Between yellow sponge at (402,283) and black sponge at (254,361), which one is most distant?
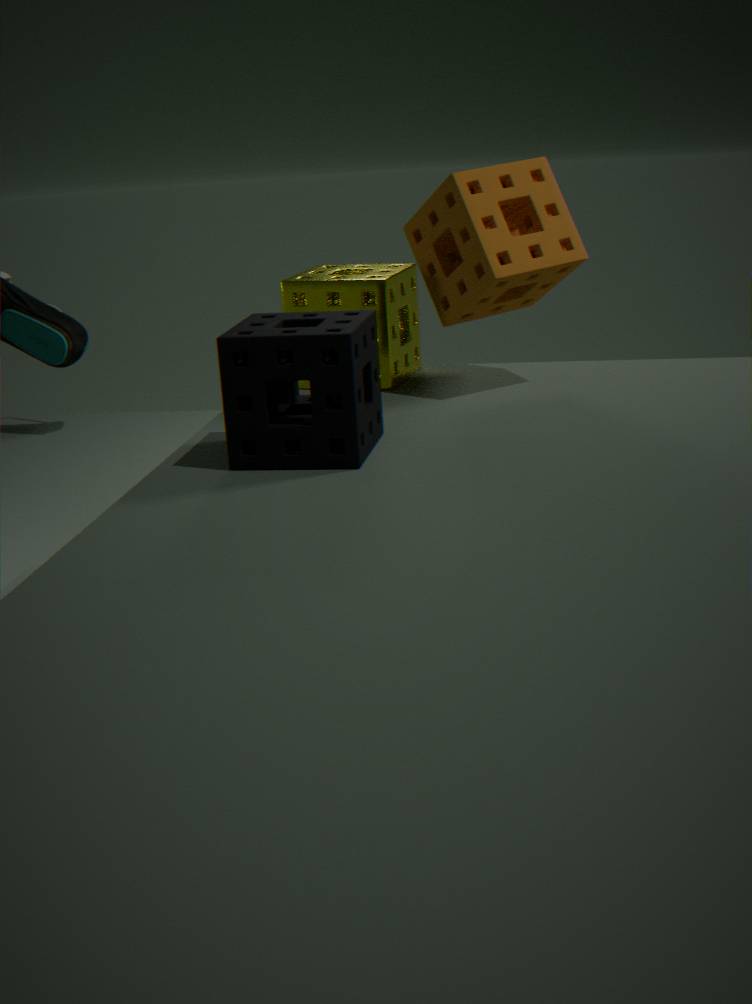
yellow sponge at (402,283)
